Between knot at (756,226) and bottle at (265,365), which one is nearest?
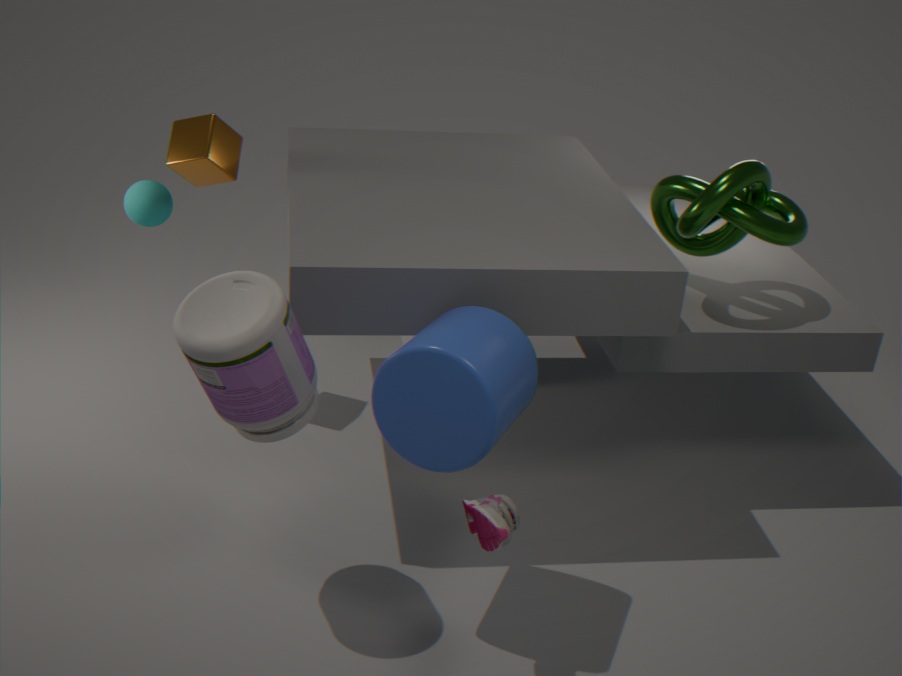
bottle at (265,365)
